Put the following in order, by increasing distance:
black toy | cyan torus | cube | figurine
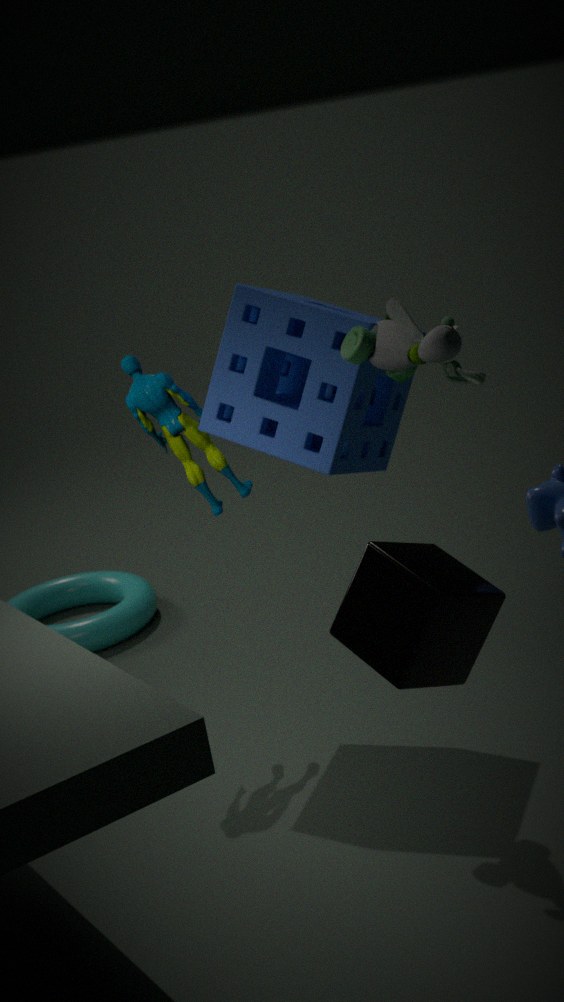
cube
black toy
figurine
cyan torus
